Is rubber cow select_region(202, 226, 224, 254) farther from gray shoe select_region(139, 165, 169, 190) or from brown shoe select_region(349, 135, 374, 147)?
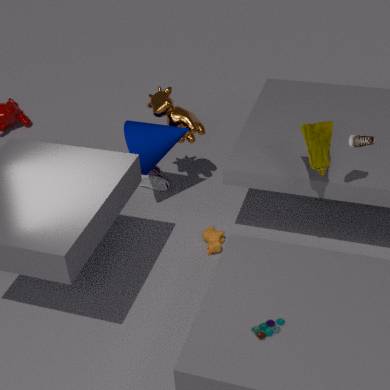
brown shoe select_region(349, 135, 374, 147)
